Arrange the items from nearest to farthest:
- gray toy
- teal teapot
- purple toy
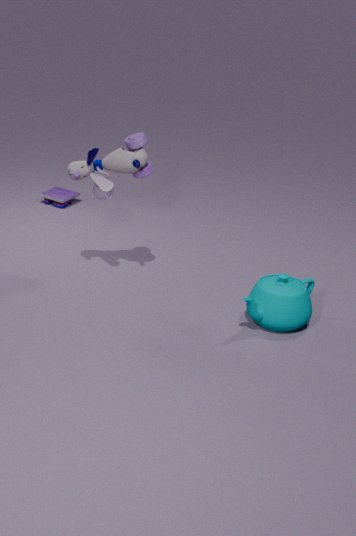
teal teapot → gray toy → purple toy
